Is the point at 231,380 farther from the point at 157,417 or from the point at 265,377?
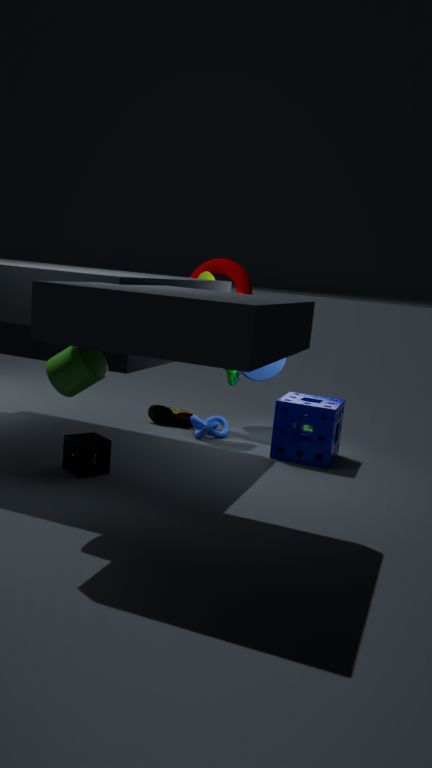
the point at 157,417
